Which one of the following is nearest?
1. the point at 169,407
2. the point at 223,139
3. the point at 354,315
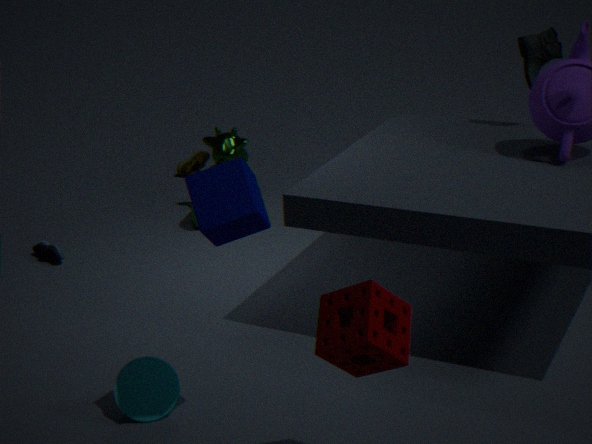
the point at 354,315
